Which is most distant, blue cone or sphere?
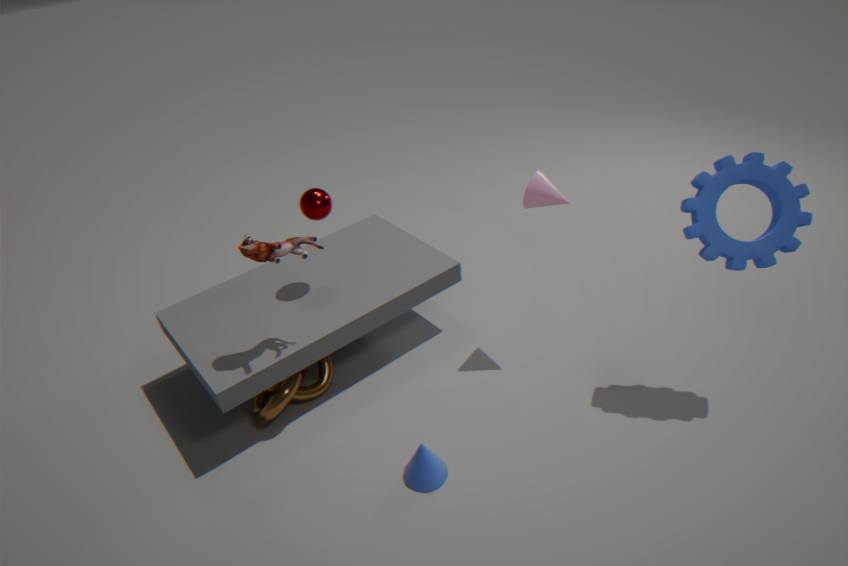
sphere
